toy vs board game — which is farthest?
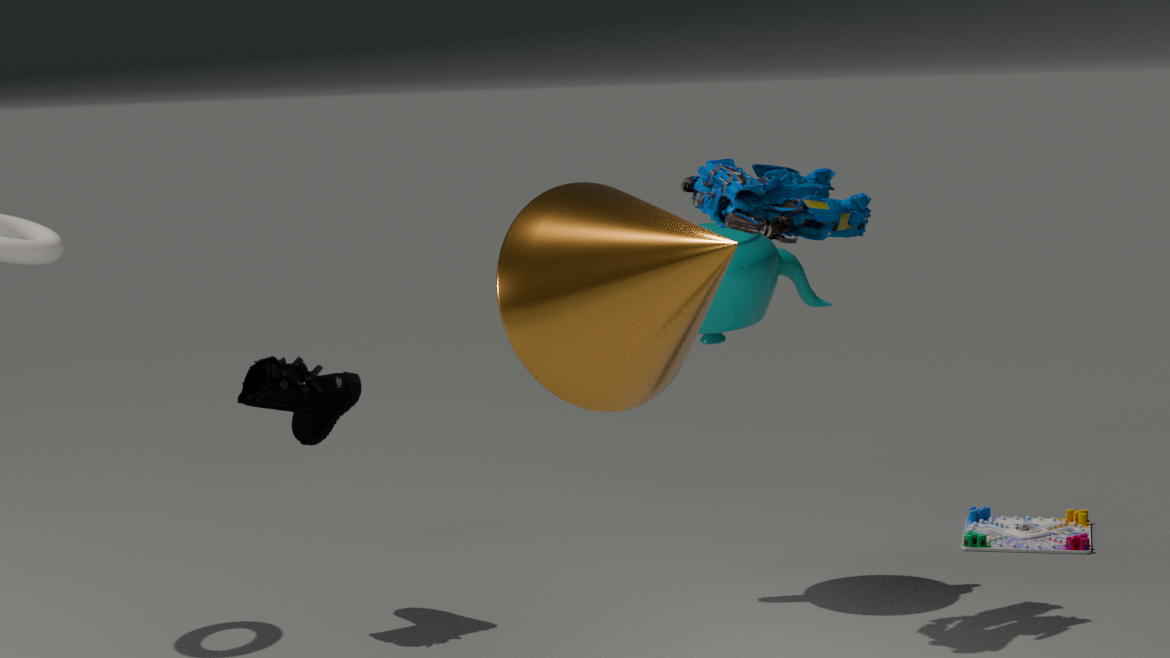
board game
